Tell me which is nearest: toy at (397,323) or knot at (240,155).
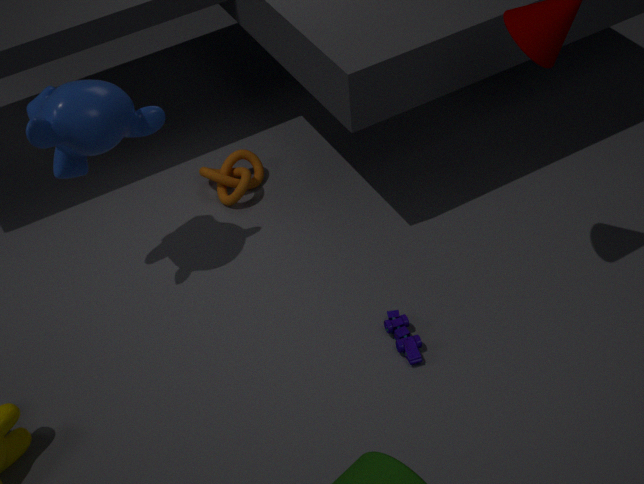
toy at (397,323)
